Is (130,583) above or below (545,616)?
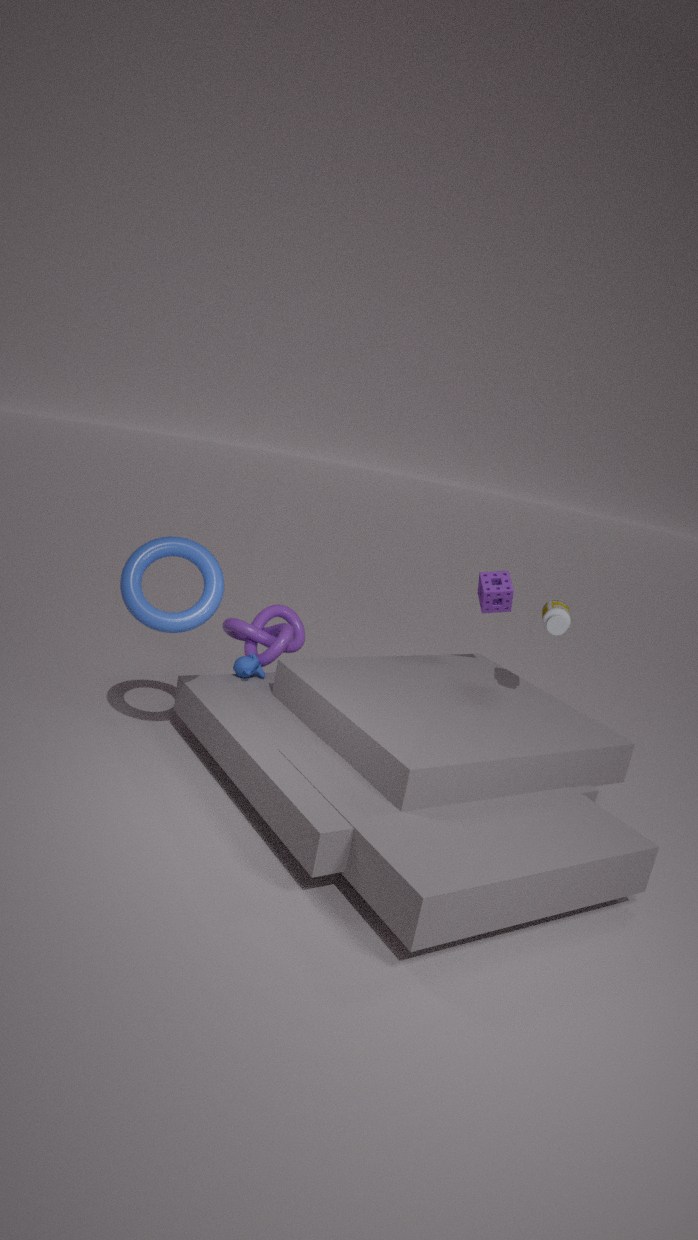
below
